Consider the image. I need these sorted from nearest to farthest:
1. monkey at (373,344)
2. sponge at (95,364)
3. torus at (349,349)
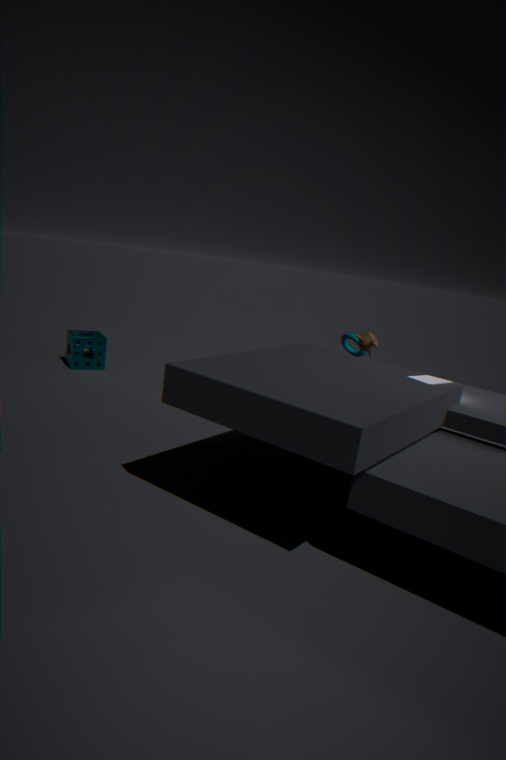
1. monkey at (373,344)
2. torus at (349,349)
3. sponge at (95,364)
